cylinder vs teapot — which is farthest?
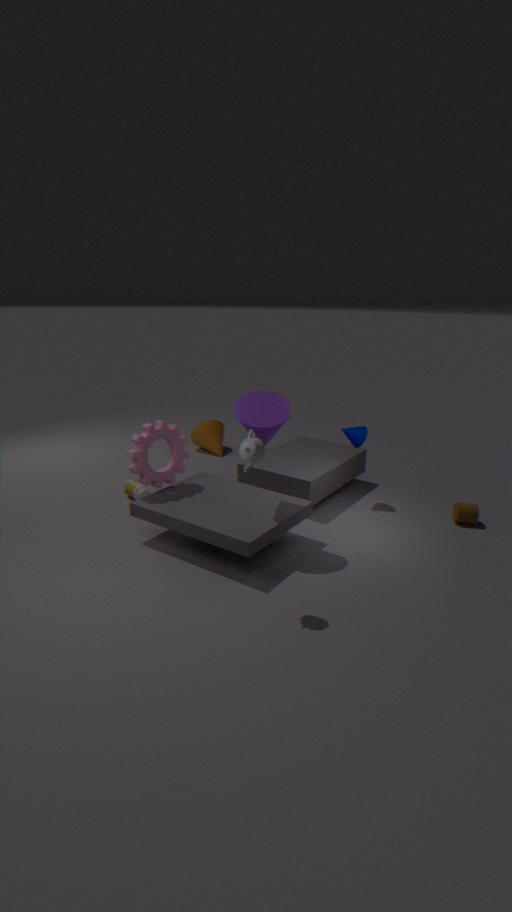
cylinder
